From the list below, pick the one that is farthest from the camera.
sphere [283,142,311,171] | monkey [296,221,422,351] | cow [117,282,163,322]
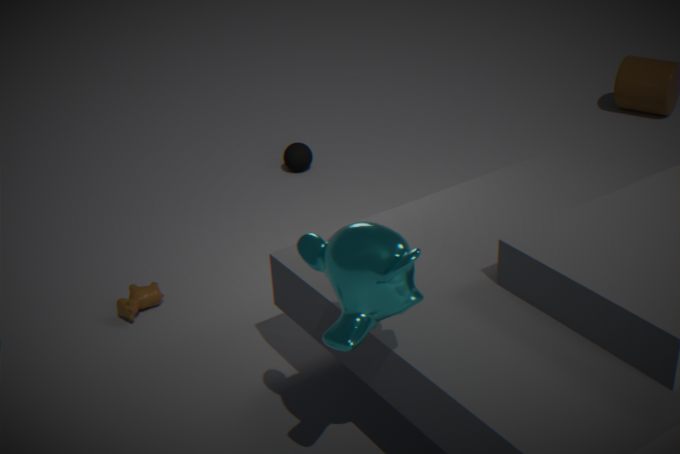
sphere [283,142,311,171]
